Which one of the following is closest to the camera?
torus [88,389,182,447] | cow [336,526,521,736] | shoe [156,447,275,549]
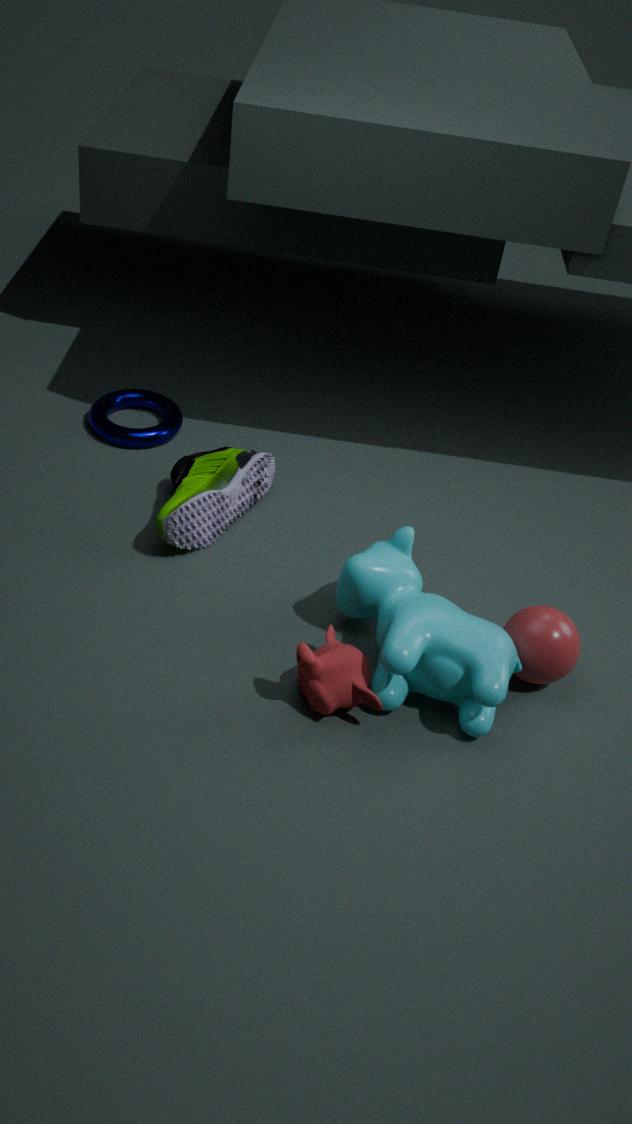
cow [336,526,521,736]
